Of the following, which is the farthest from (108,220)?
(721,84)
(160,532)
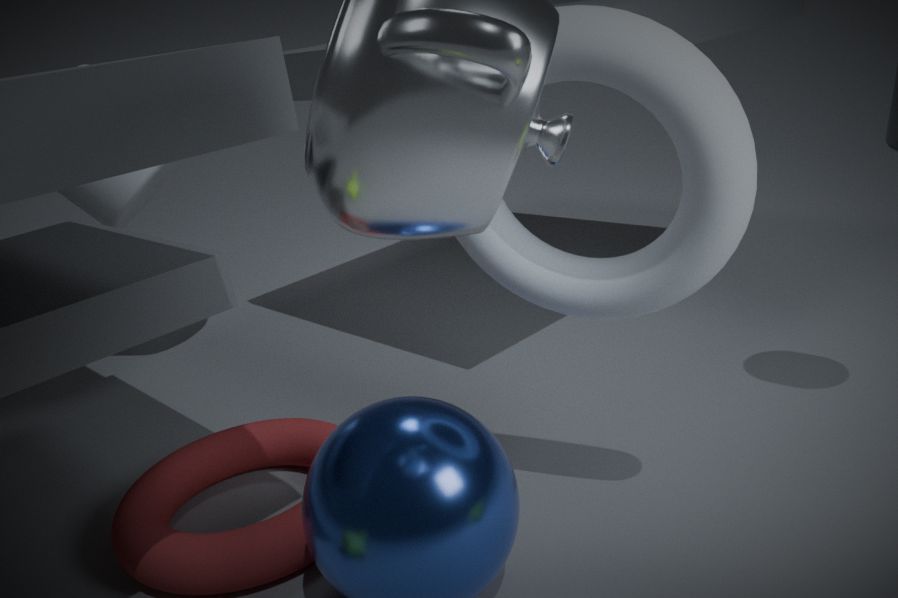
(721,84)
